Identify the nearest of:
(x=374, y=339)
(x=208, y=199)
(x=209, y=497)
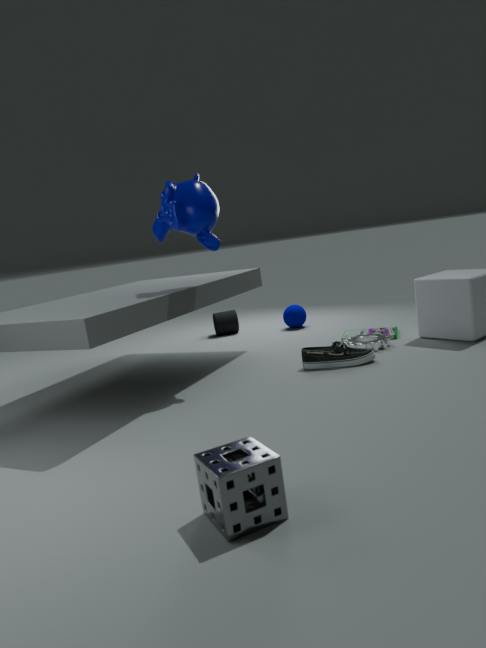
(x=209, y=497)
